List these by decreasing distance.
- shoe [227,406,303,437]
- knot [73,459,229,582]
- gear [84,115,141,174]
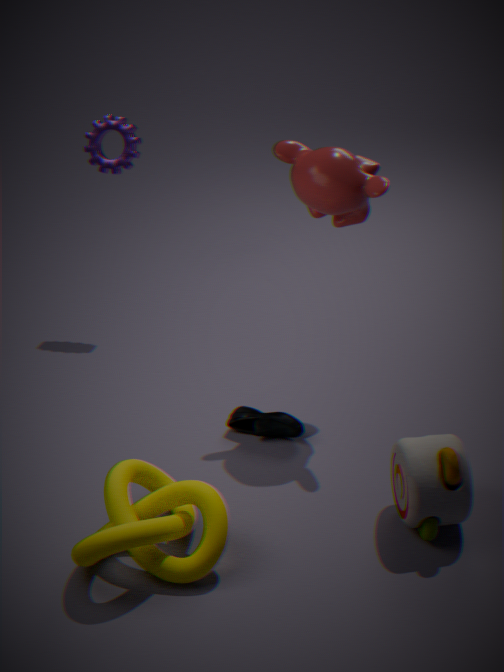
gear [84,115,141,174] → shoe [227,406,303,437] → knot [73,459,229,582]
